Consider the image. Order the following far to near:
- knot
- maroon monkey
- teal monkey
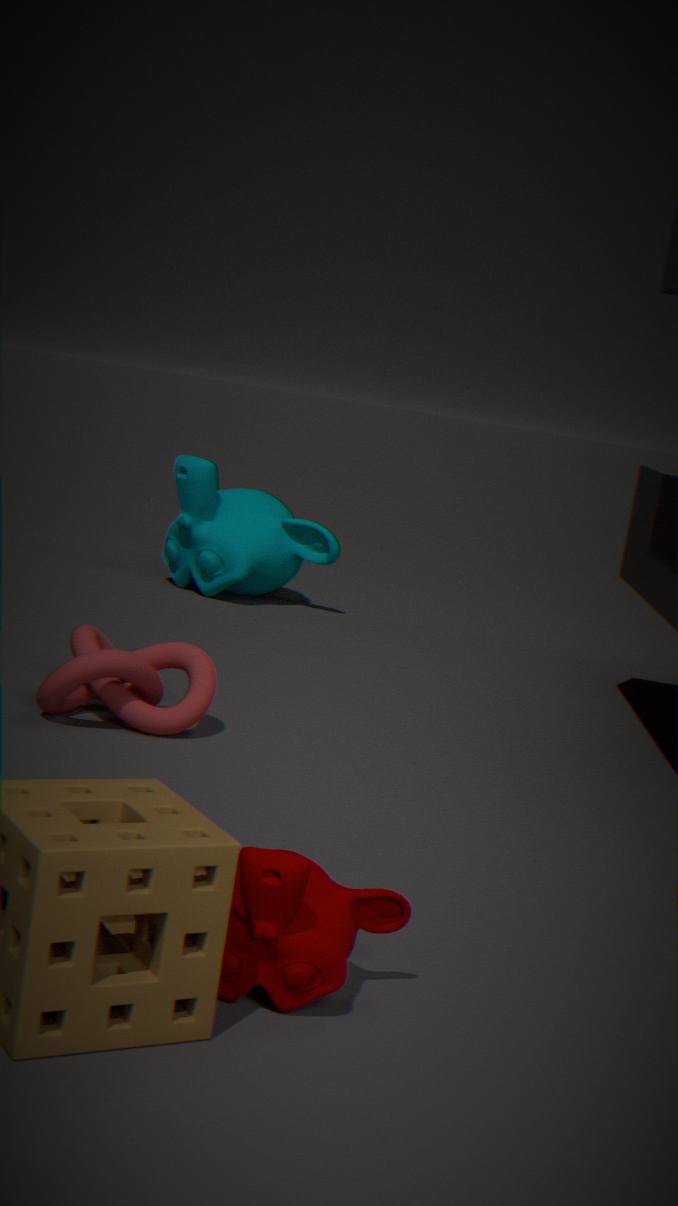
teal monkey
knot
maroon monkey
